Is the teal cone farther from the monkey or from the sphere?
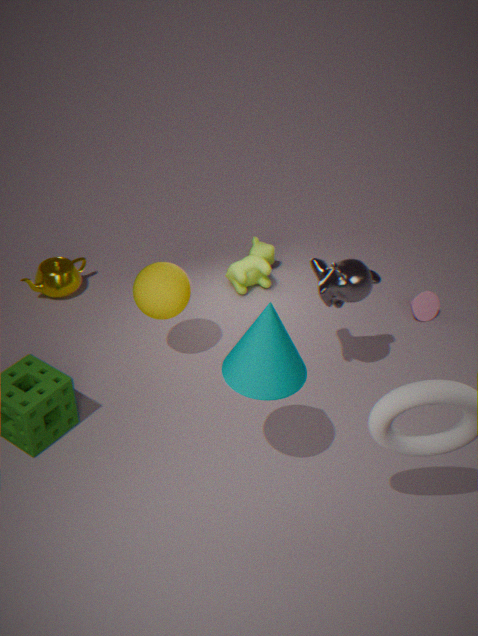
the sphere
